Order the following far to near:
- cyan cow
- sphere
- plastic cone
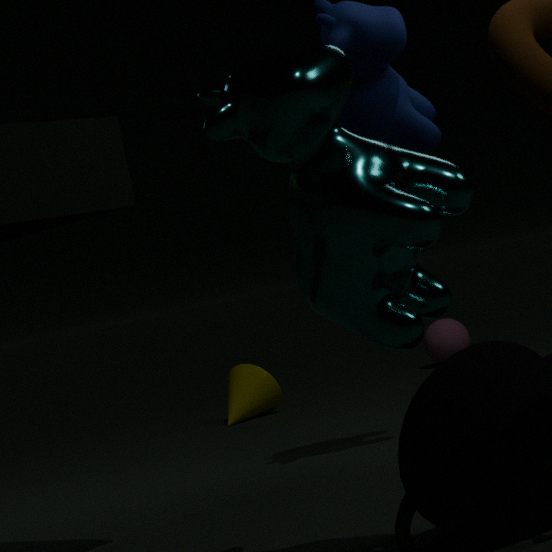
sphere
plastic cone
cyan cow
